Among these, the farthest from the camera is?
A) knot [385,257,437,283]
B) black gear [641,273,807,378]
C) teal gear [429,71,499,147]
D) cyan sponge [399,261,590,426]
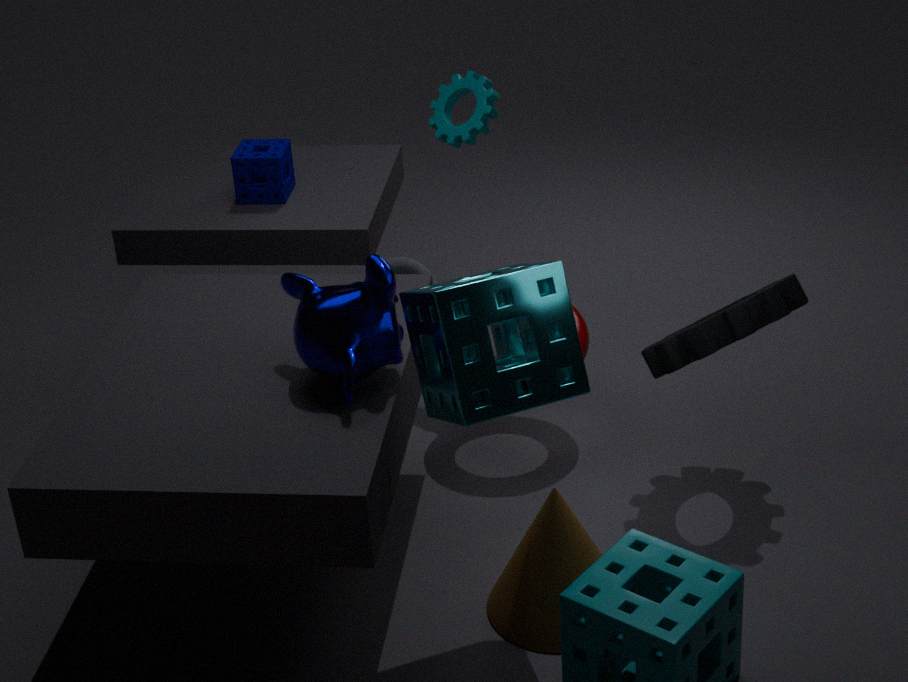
knot [385,257,437,283]
